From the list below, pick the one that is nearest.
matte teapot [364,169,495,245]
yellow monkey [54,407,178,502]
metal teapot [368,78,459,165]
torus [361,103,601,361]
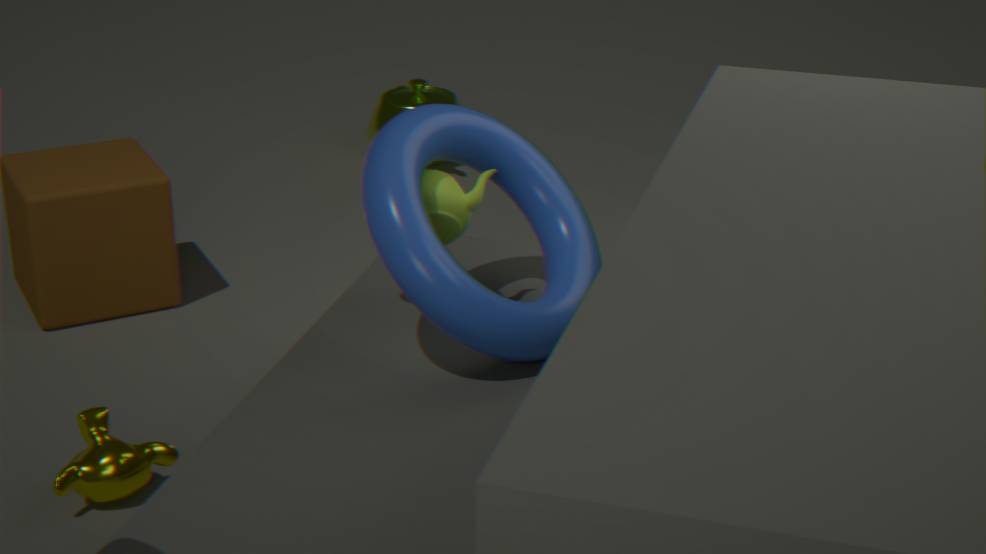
torus [361,103,601,361]
